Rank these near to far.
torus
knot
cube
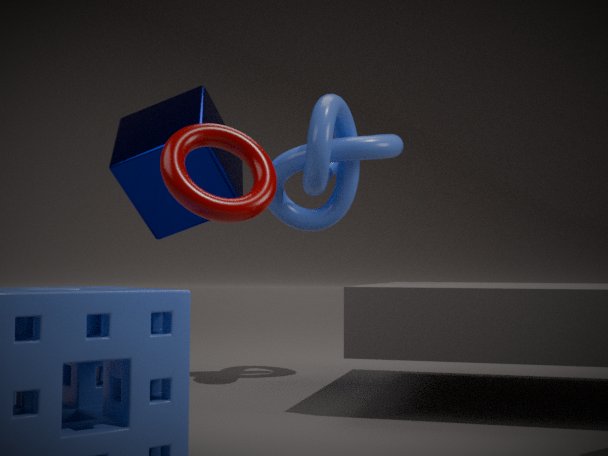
torus, knot, cube
